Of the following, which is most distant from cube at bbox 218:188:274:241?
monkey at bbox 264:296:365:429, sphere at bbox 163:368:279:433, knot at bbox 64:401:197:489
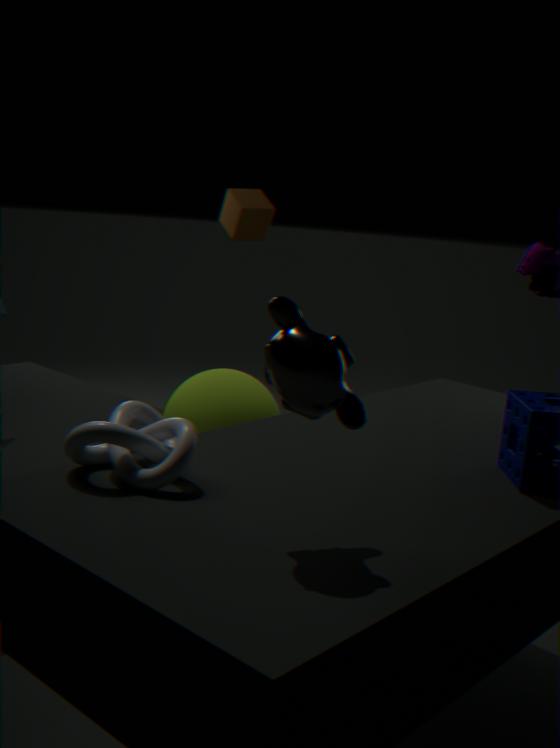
monkey at bbox 264:296:365:429
